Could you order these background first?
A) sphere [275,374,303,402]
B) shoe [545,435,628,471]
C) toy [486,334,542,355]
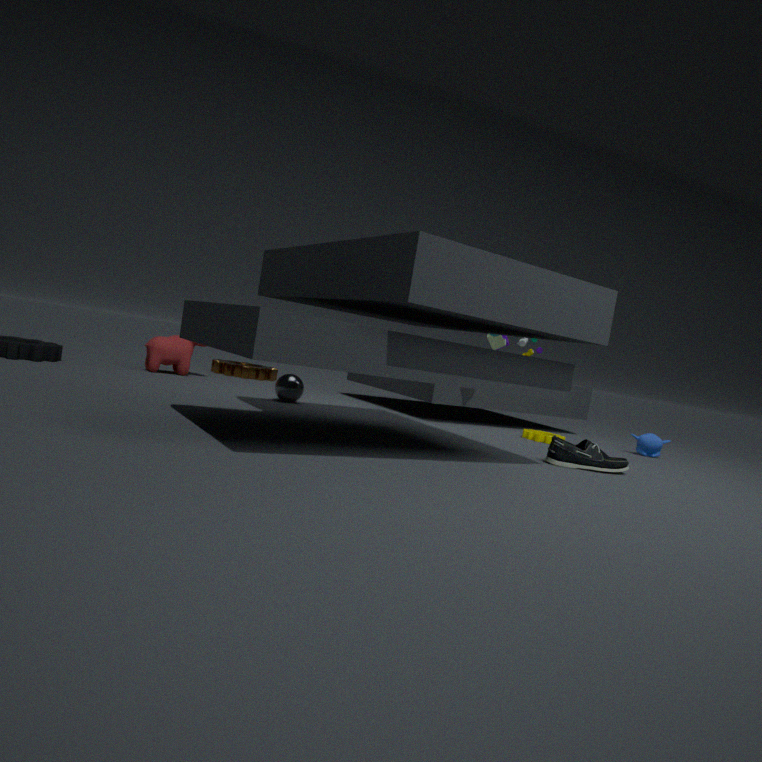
toy [486,334,542,355]
sphere [275,374,303,402]
shoe [545,435,628,471]
